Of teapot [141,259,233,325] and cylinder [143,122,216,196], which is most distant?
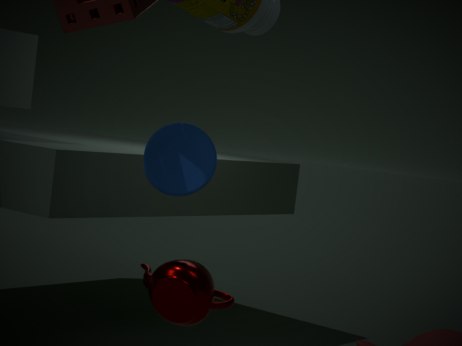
cylinder [143,122,216,196]
